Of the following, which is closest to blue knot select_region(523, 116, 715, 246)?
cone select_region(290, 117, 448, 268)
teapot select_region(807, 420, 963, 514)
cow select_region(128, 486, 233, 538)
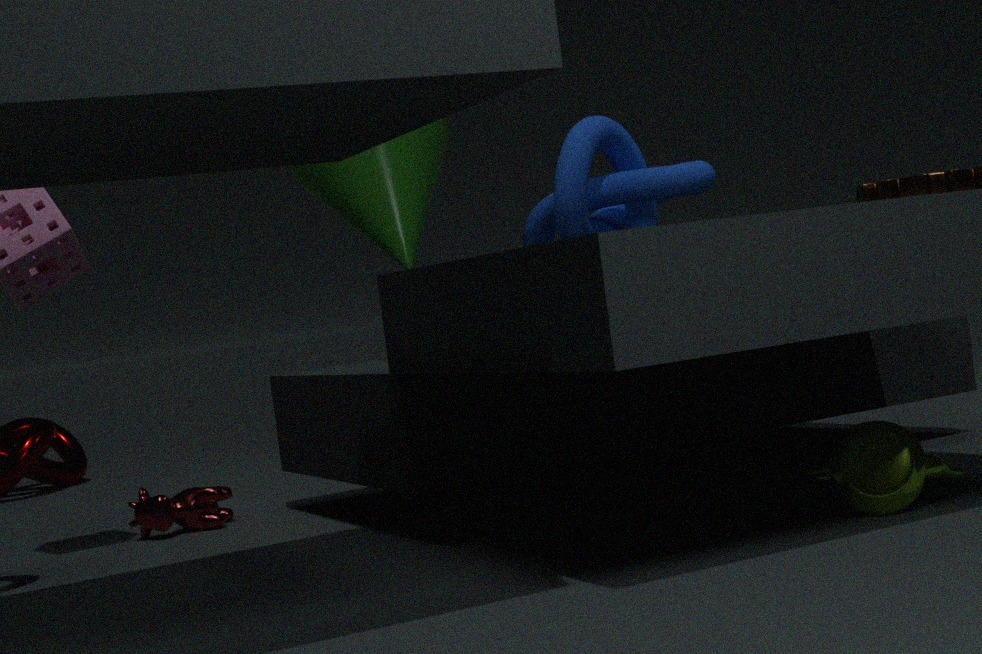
cone select_region(290, 117, 448, 268)
